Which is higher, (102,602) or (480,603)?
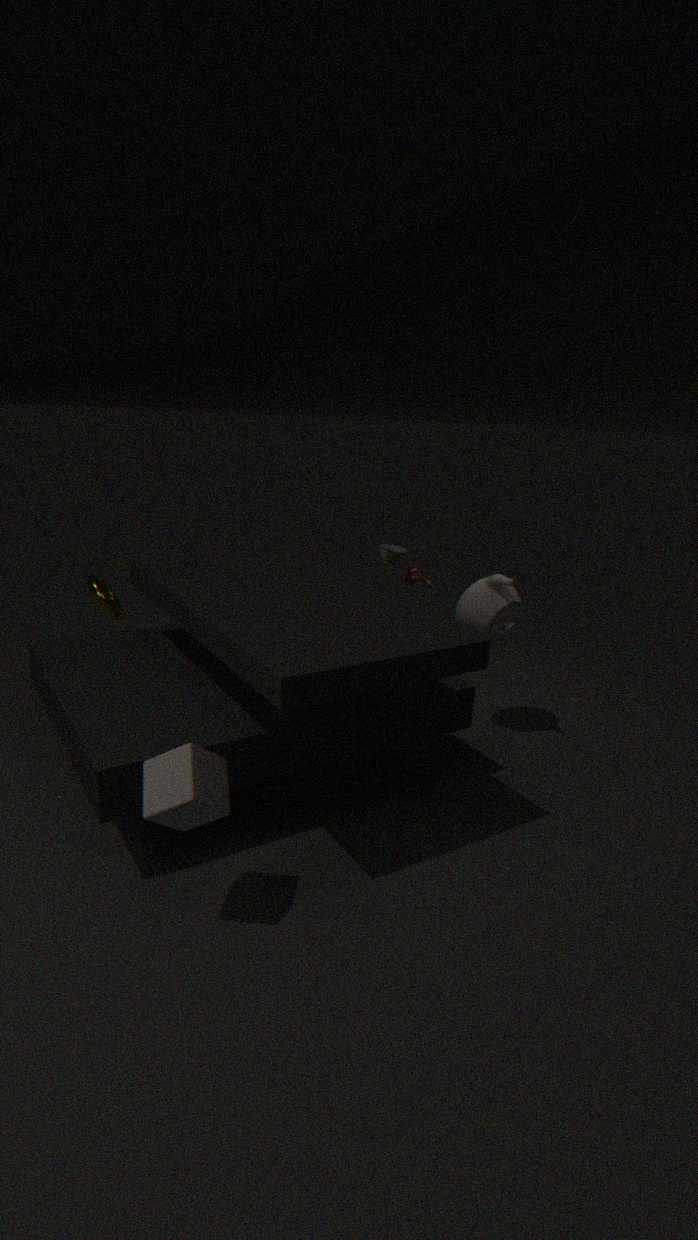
(480,603)
